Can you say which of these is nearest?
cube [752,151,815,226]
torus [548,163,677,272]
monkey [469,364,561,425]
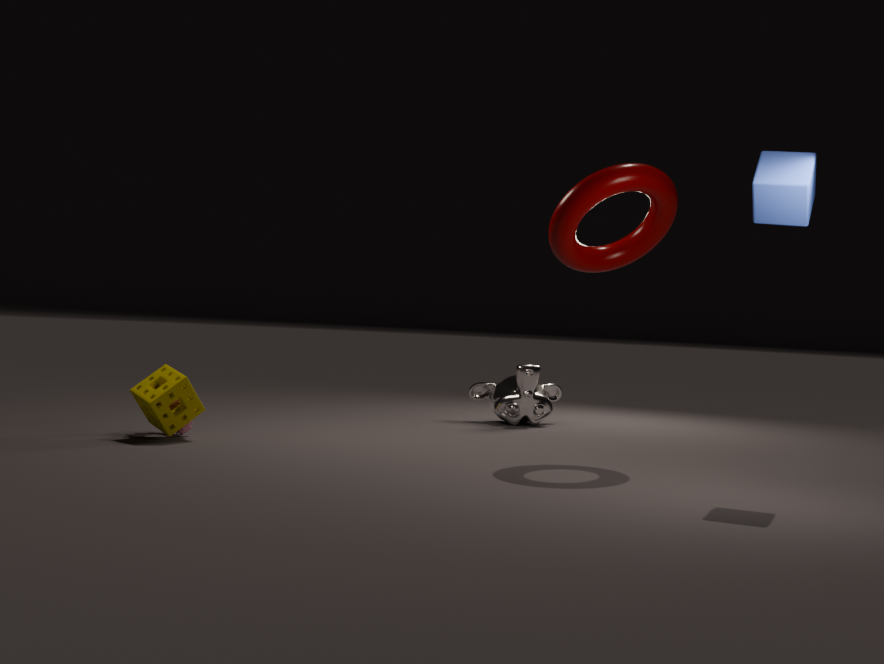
cube [752,151,815,226]
